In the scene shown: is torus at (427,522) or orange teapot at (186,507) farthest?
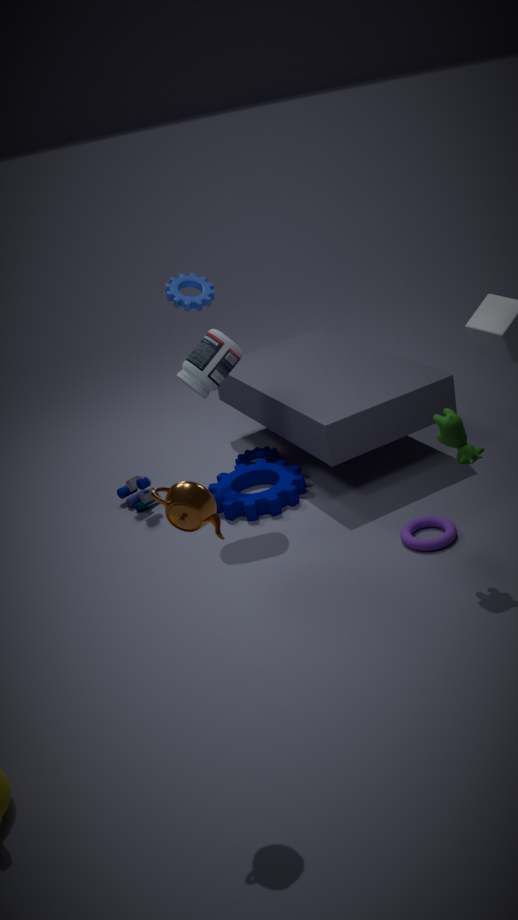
torus at (427,522)
